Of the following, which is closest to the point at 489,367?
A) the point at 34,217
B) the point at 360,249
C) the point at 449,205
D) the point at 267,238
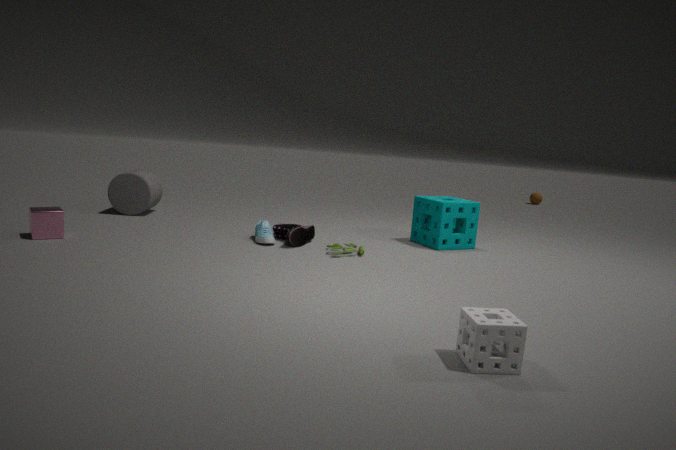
the point at 360,249
